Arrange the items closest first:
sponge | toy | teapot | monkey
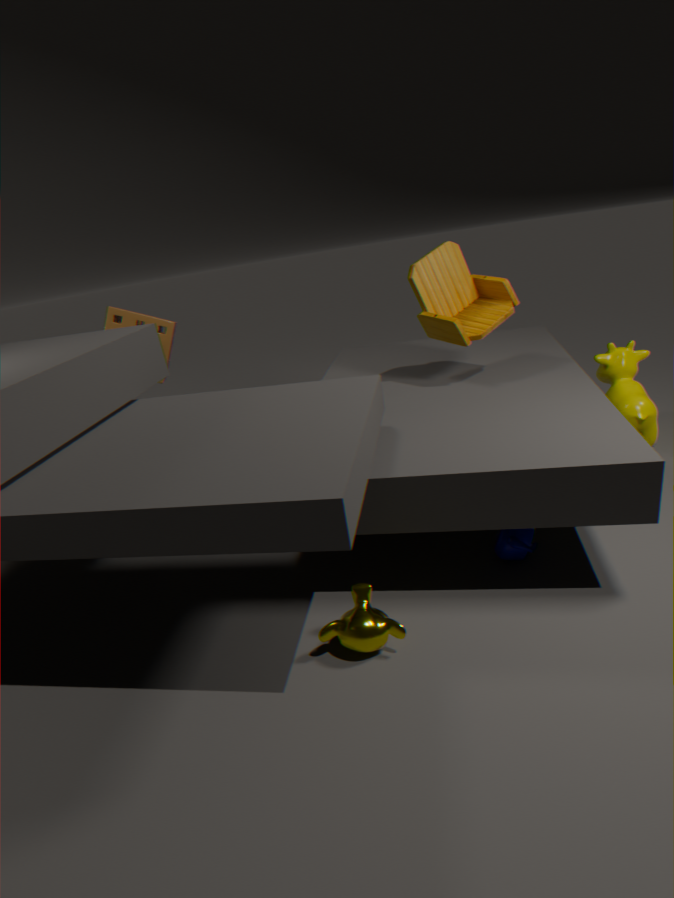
monkey → teapot → toy → sponge
